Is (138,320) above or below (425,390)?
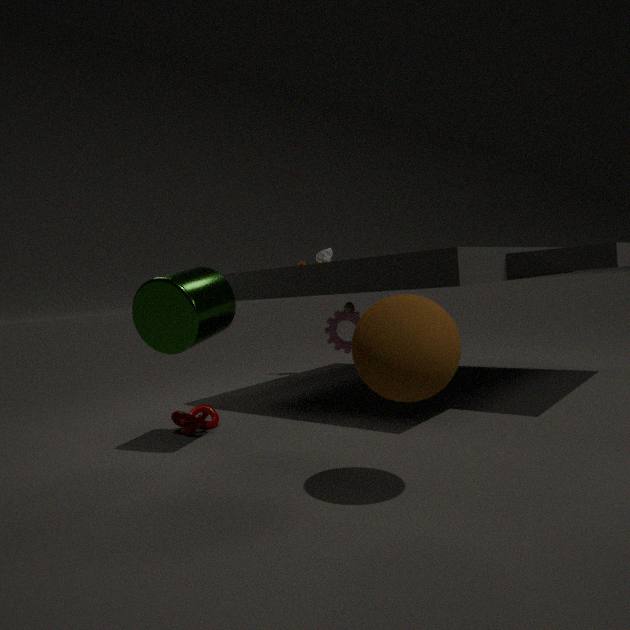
above
